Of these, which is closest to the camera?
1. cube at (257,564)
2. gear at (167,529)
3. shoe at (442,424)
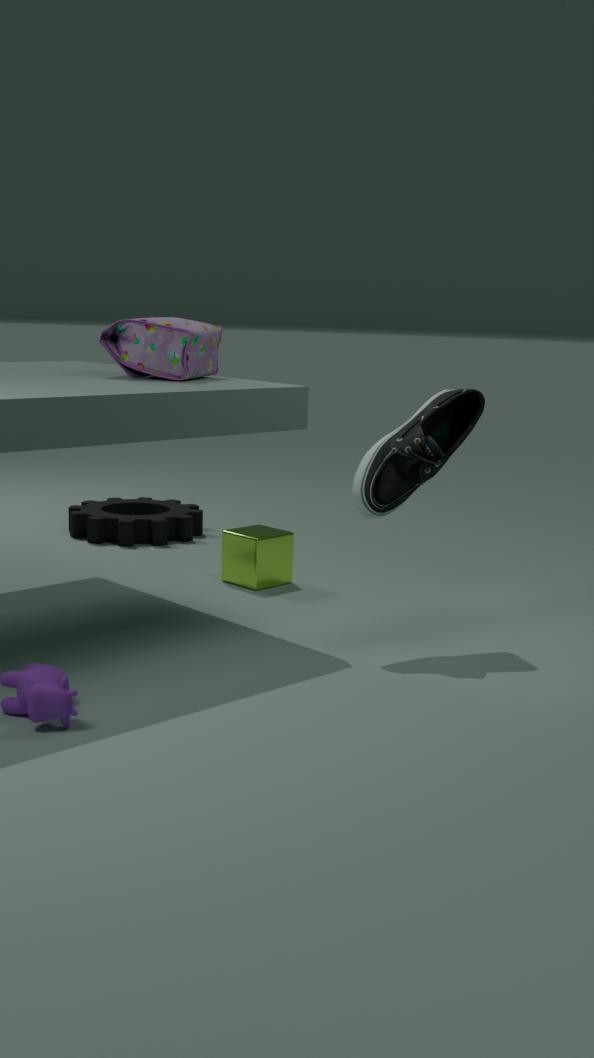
shoe at (442,424)
